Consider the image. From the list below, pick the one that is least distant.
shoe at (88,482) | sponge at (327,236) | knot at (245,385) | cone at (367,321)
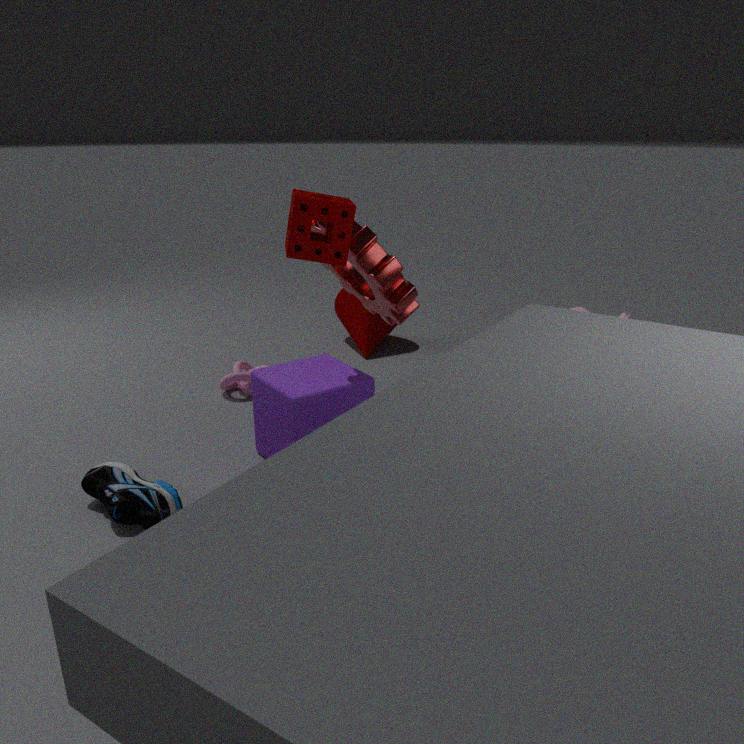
sponge at (327,236)
